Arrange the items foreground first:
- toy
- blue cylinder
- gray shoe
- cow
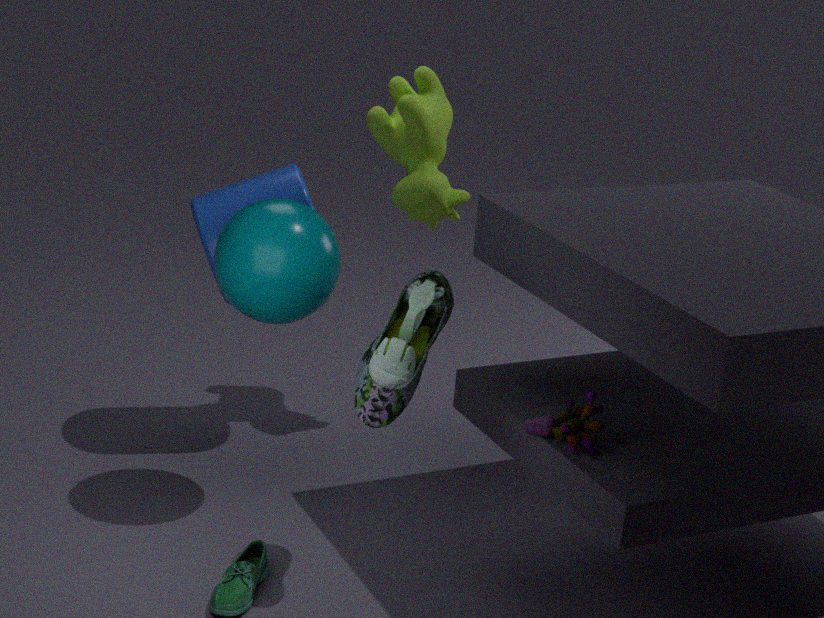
toy, gray shoe, blue cylinder, cow
